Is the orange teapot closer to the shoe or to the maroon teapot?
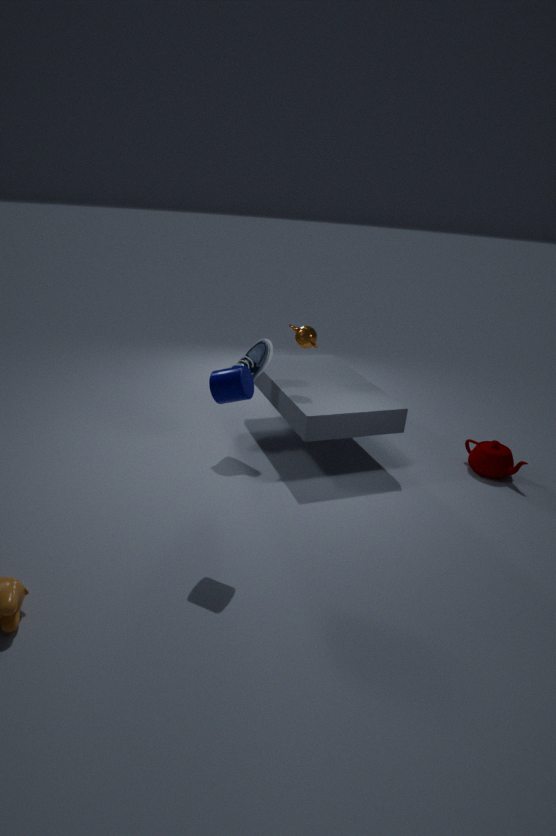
the shoe
